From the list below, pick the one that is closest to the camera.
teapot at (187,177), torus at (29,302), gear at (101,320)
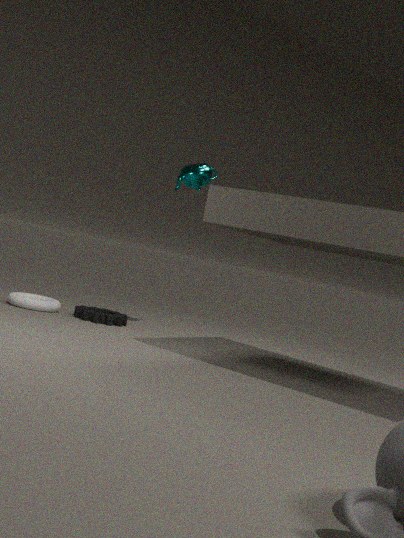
torus at (29,302)
